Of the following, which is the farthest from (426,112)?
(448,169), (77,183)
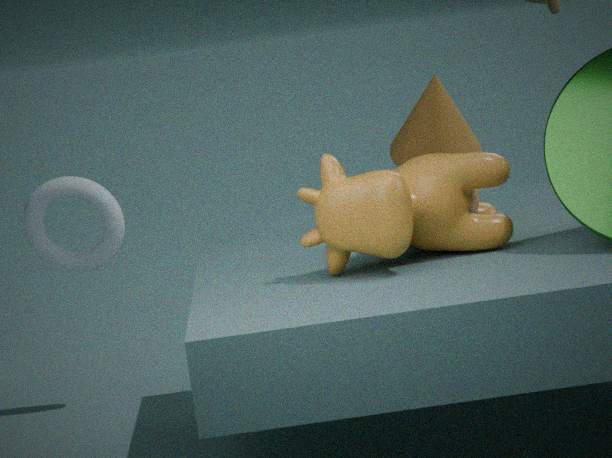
(77,183)
